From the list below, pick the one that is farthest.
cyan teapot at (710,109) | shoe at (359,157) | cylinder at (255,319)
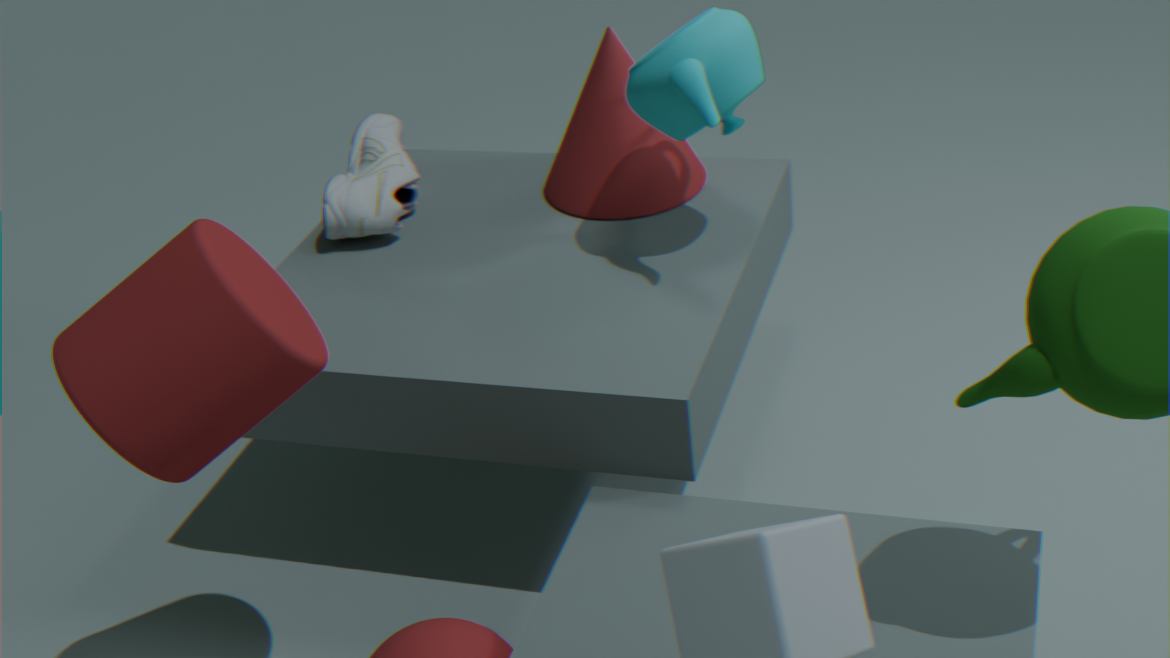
shoe at (359,157)
